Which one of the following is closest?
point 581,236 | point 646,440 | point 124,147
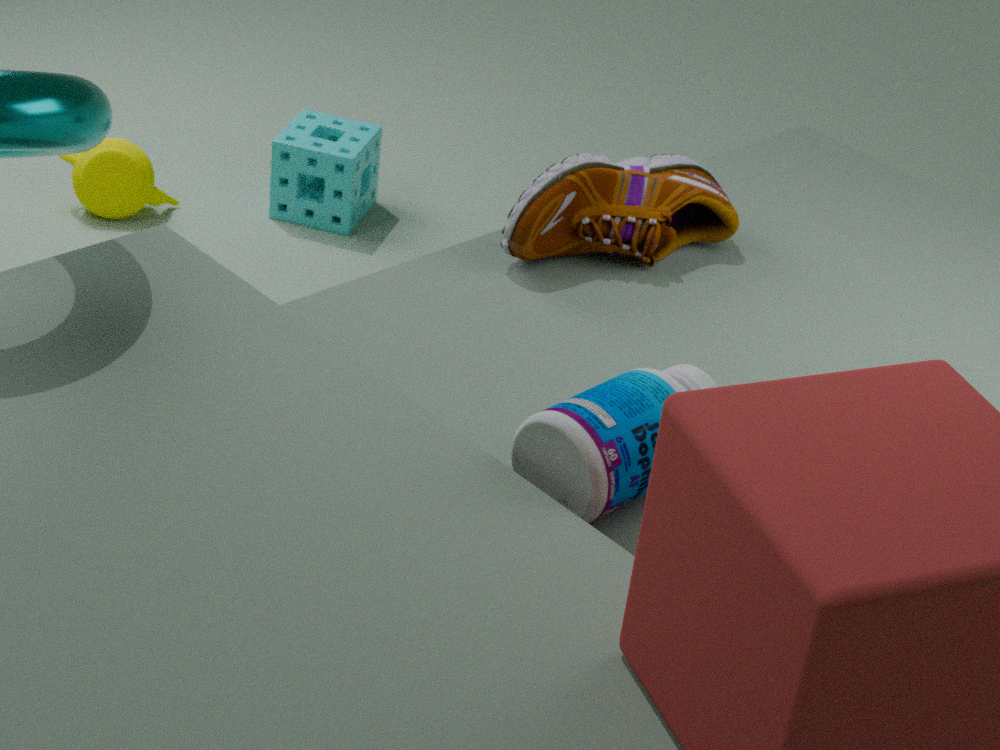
point 646,440
